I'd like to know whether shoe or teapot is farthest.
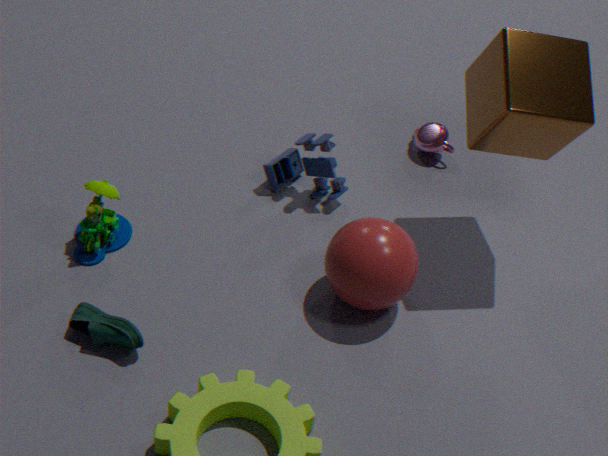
teapot
